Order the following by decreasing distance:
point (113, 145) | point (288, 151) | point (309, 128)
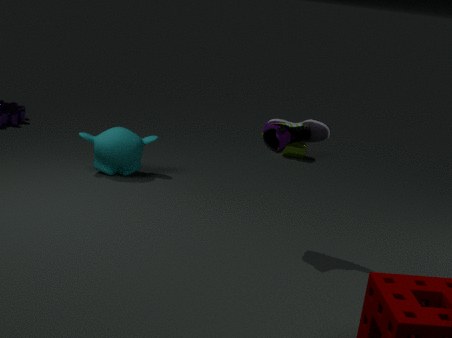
point (288, 151) < point (113, 145) < point (309, 128)
